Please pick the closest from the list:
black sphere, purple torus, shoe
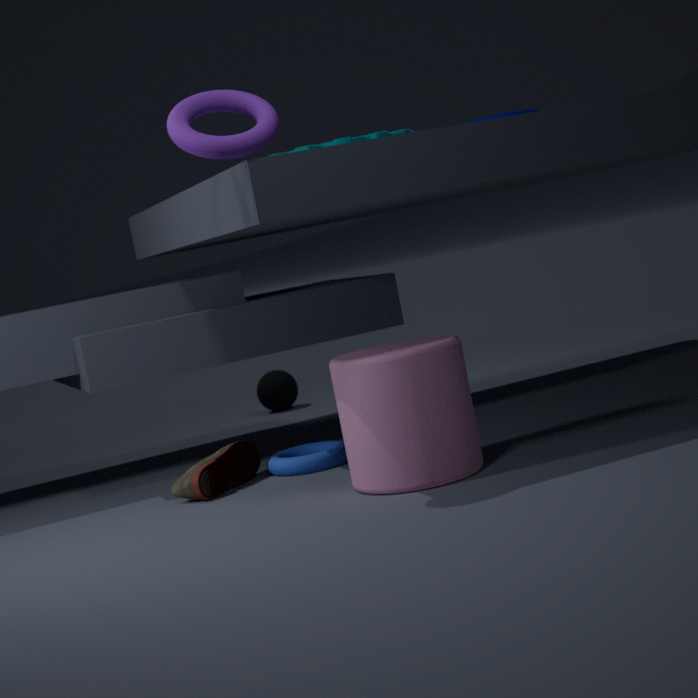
purple torus
